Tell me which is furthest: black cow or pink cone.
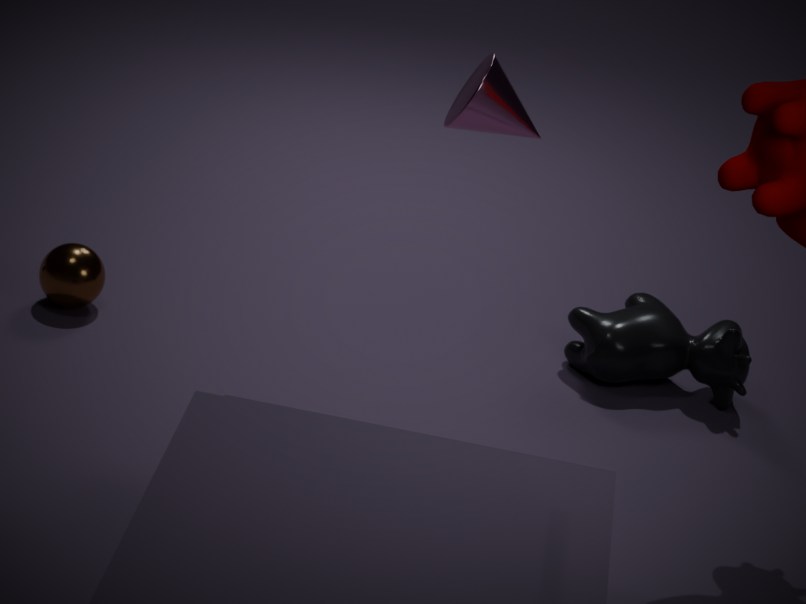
black cow
